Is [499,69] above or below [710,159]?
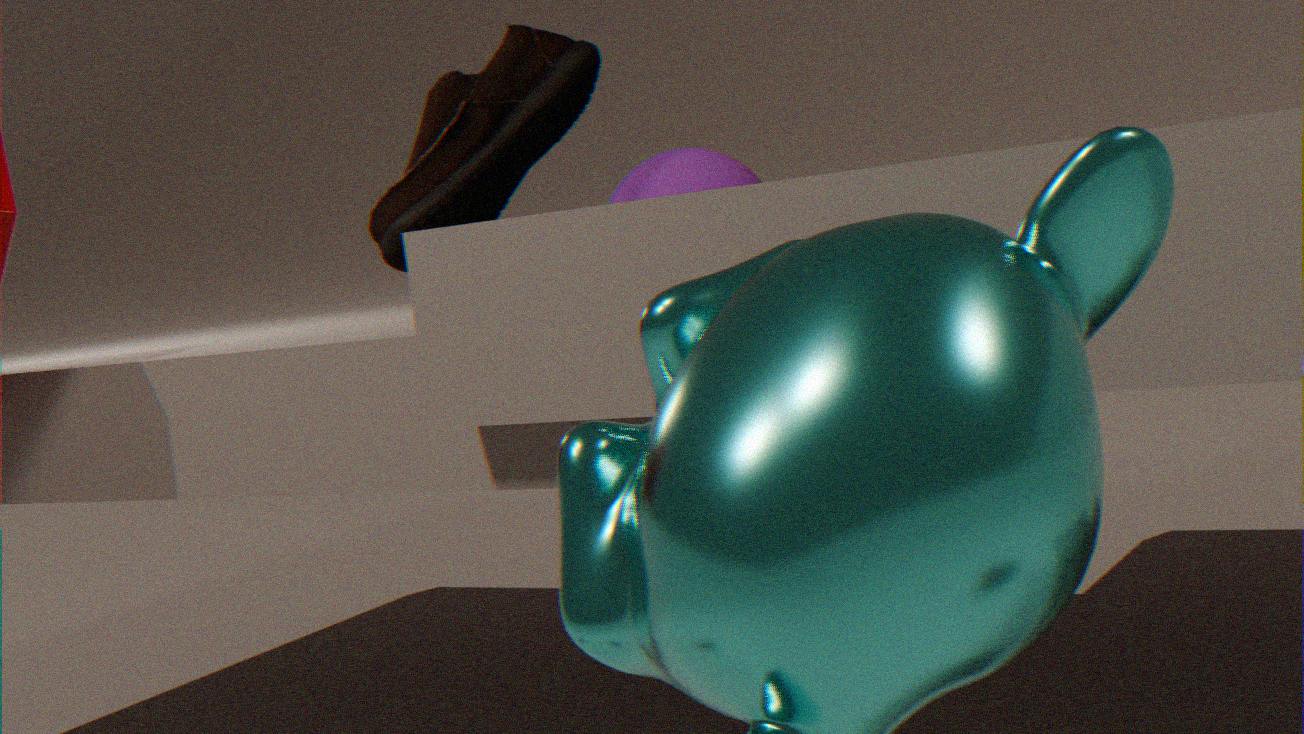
above
